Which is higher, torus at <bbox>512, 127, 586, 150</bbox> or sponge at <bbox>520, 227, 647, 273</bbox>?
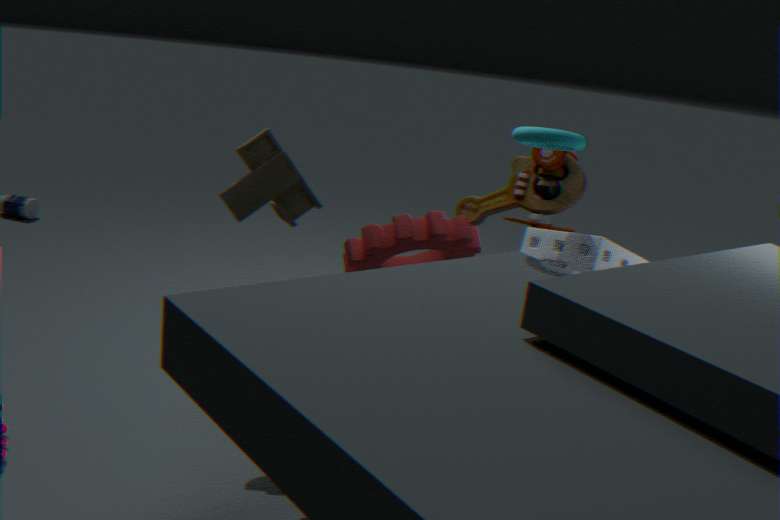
torus at <bbox>512, 127, 586, 150</bbox>
